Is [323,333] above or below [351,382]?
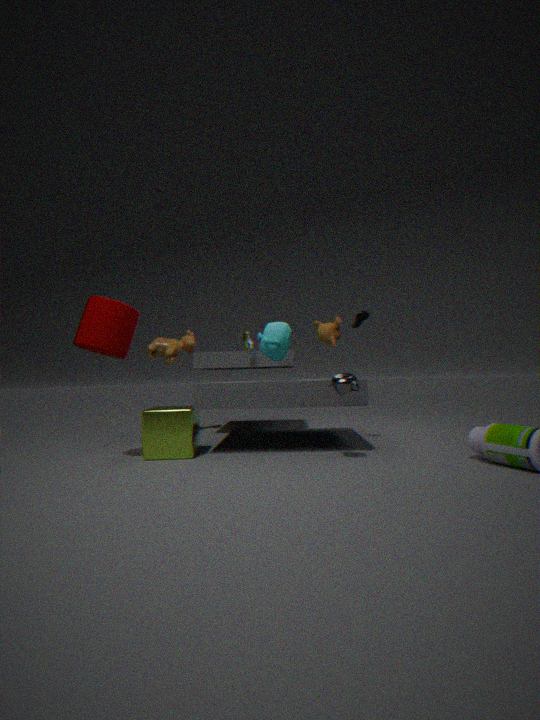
above
